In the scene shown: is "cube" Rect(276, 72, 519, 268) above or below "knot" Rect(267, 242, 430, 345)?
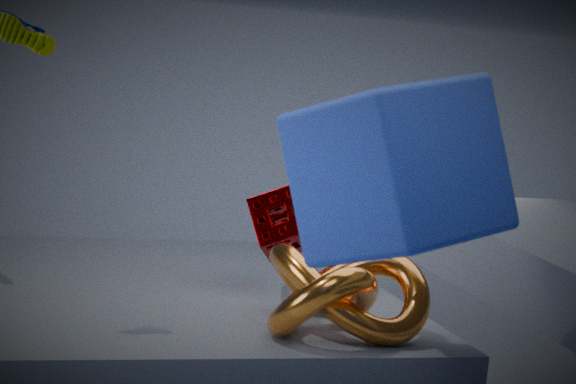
above
